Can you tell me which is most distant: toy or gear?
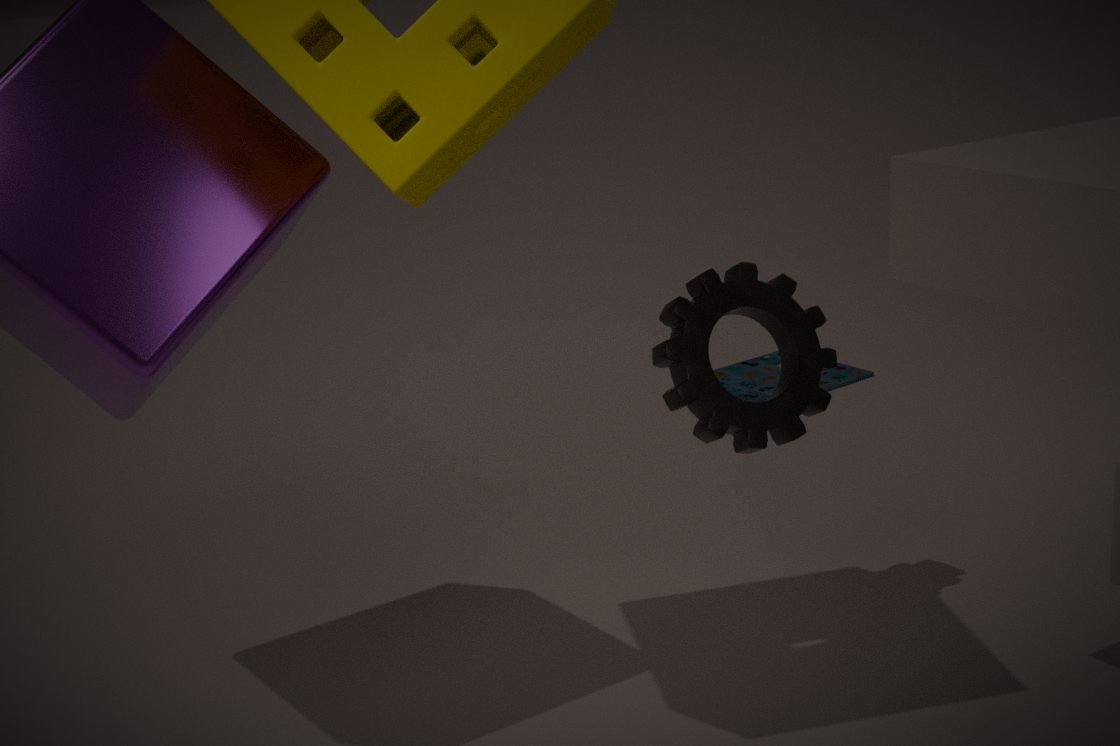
toy
